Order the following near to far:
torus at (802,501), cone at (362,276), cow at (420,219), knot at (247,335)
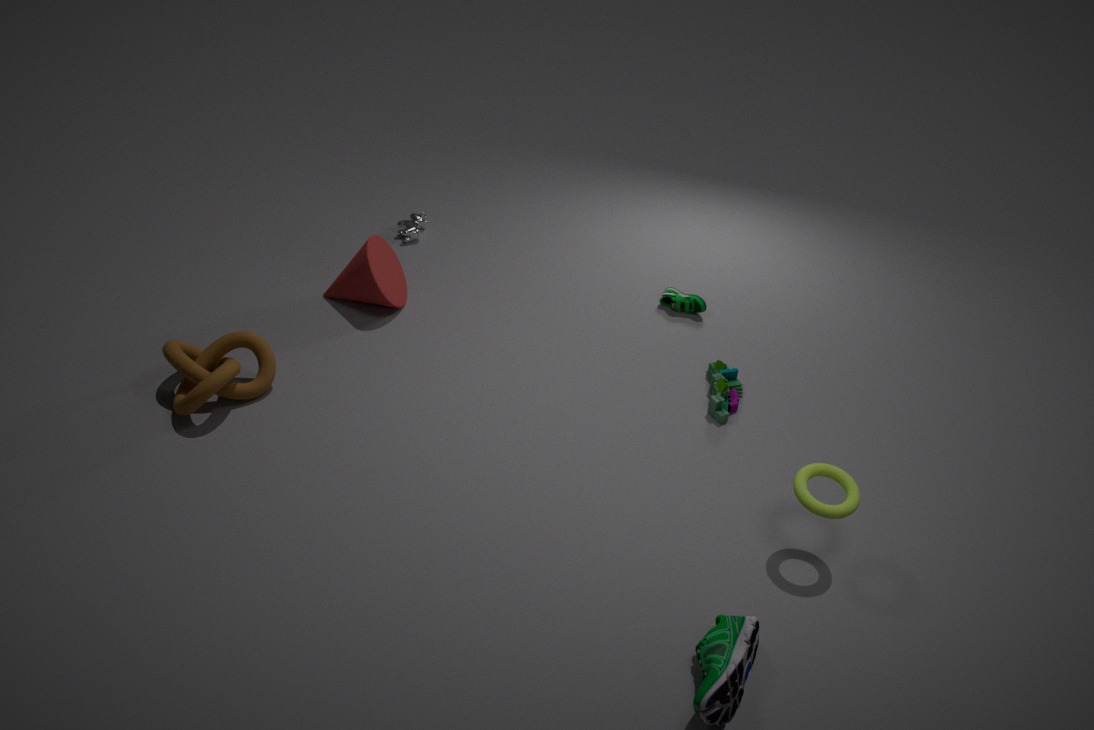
torus at (802,501) < knot at (247,335) < cone at (362,276) < cow at (420,219)
